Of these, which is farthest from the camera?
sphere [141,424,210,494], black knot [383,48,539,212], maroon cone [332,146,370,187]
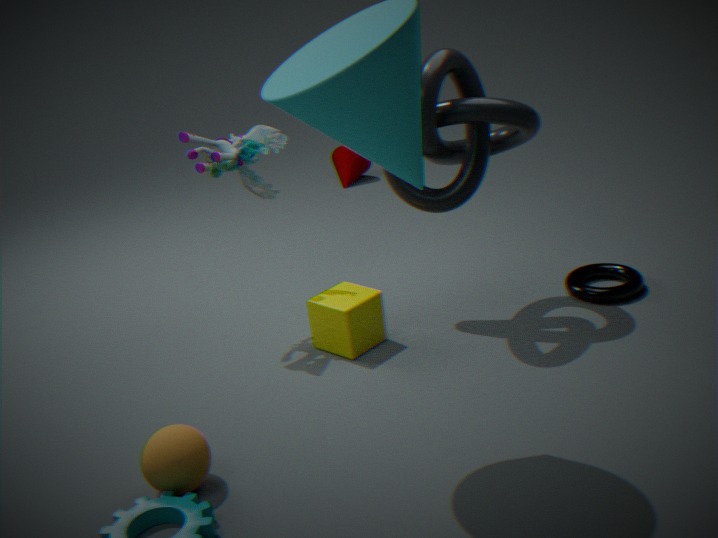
maroon cone [332,146,370,187]
